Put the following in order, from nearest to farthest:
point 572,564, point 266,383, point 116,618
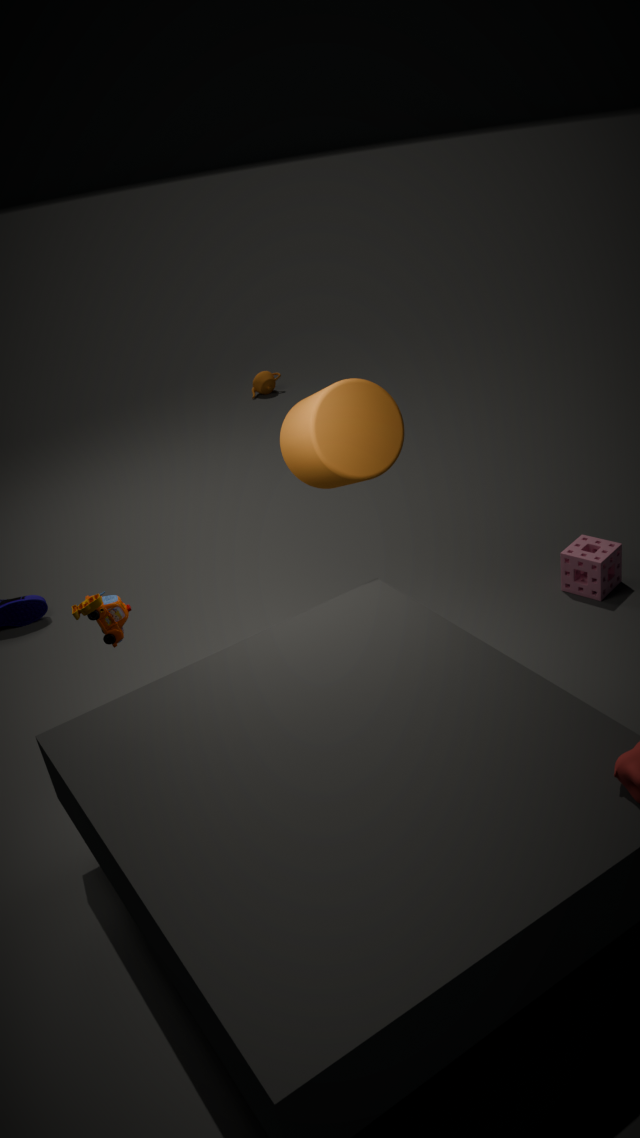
point 116,618 < point 572,564 < point 266,383
